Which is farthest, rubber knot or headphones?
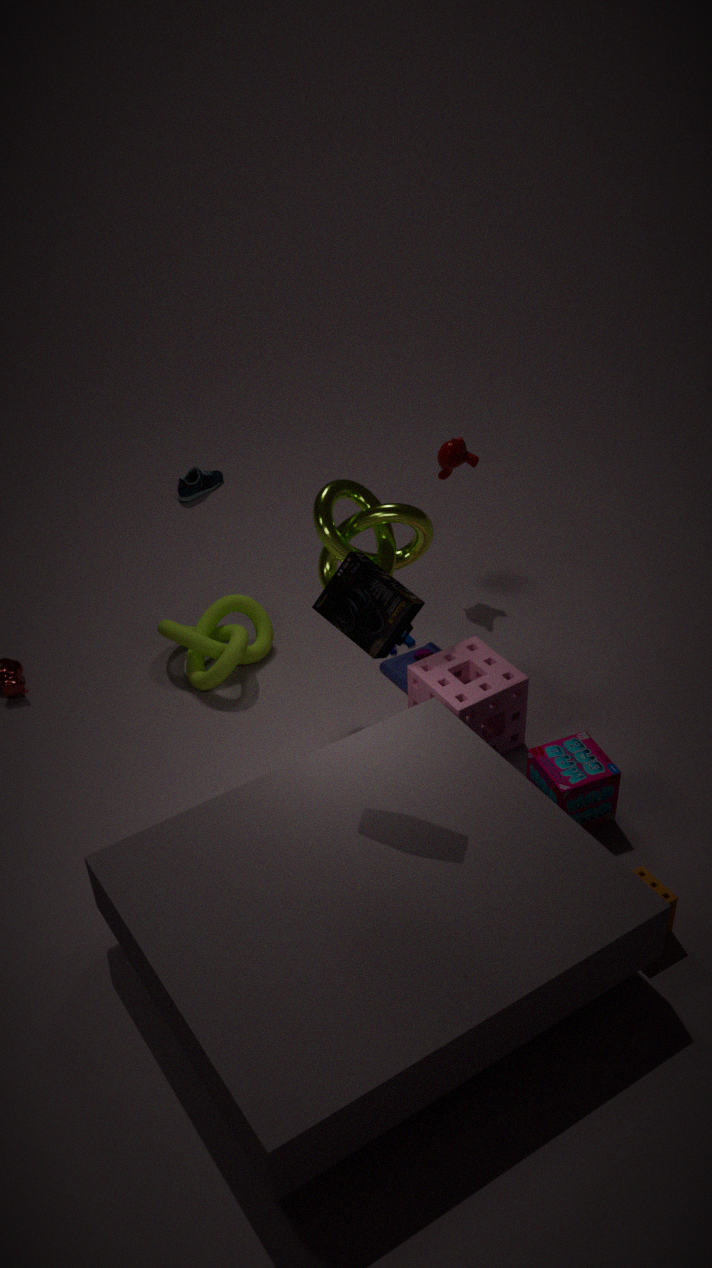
rubber knot
